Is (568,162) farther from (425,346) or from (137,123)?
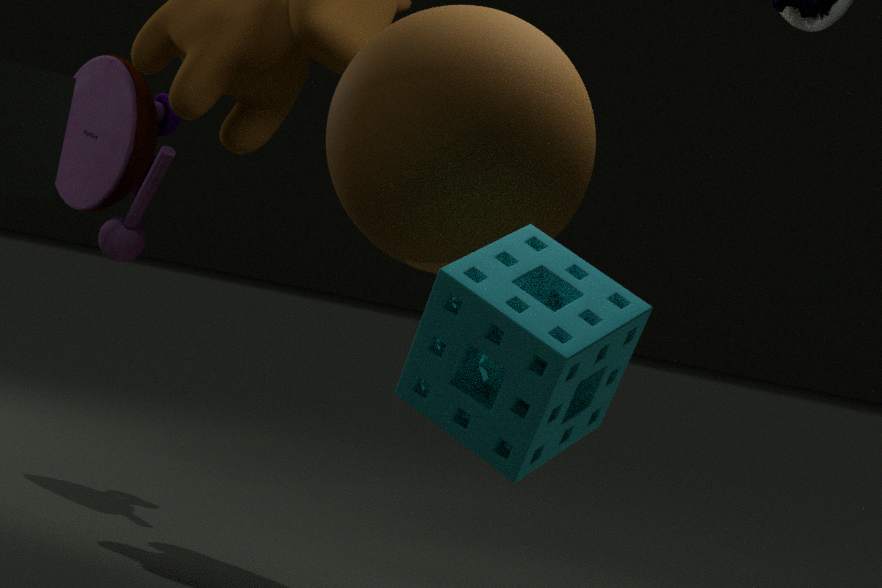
(137,123)
